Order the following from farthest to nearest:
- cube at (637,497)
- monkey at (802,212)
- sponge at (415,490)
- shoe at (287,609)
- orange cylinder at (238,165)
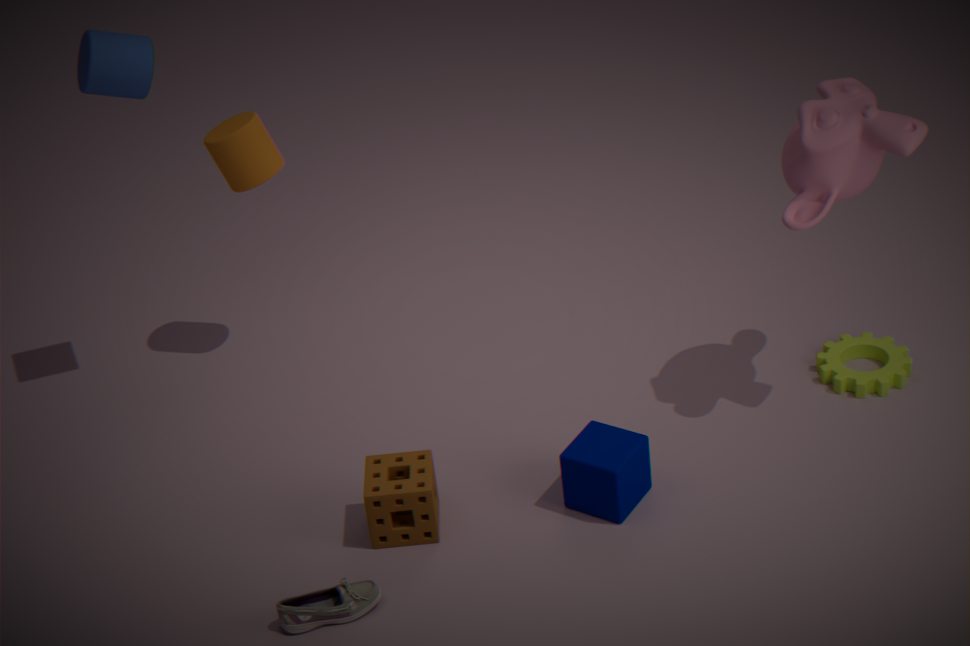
1. orange cylinder at (238,165)
2. cube at (637,497)
3. sponge at (415,490)
4. monkey at (802,212)
5. shoe at (287,609)
